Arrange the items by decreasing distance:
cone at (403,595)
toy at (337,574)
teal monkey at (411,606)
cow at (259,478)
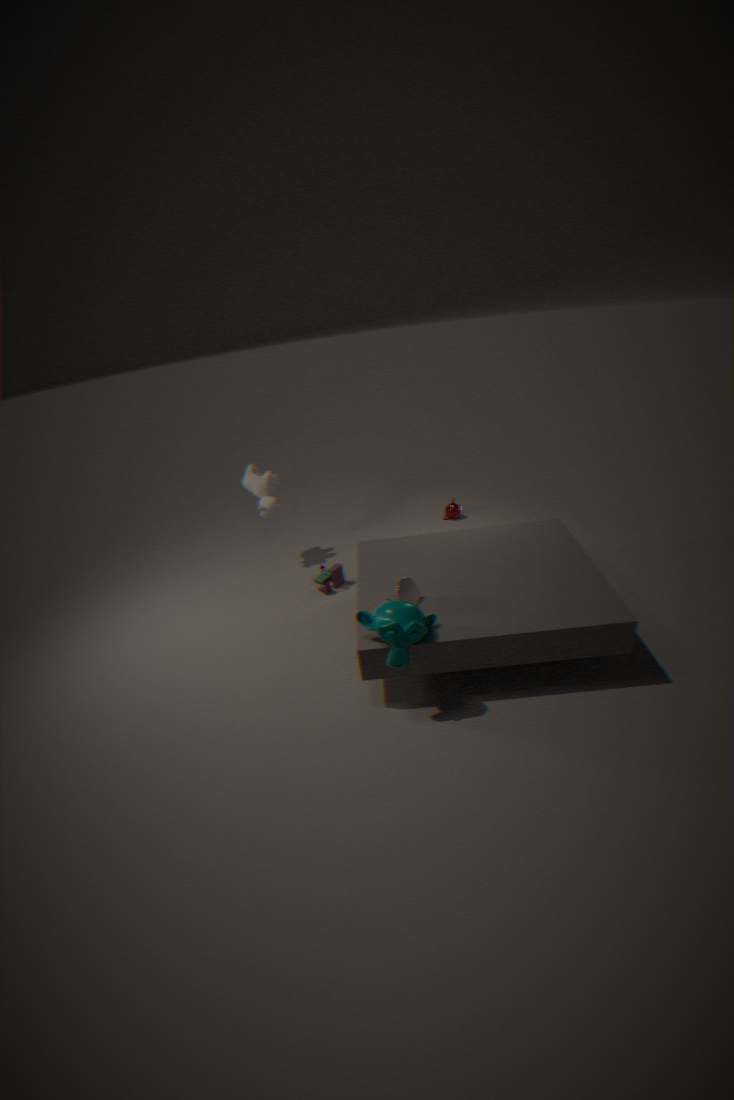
cow at (259,478), toy at (337,574), cone at (403,595), teal monkey at (411,606)
